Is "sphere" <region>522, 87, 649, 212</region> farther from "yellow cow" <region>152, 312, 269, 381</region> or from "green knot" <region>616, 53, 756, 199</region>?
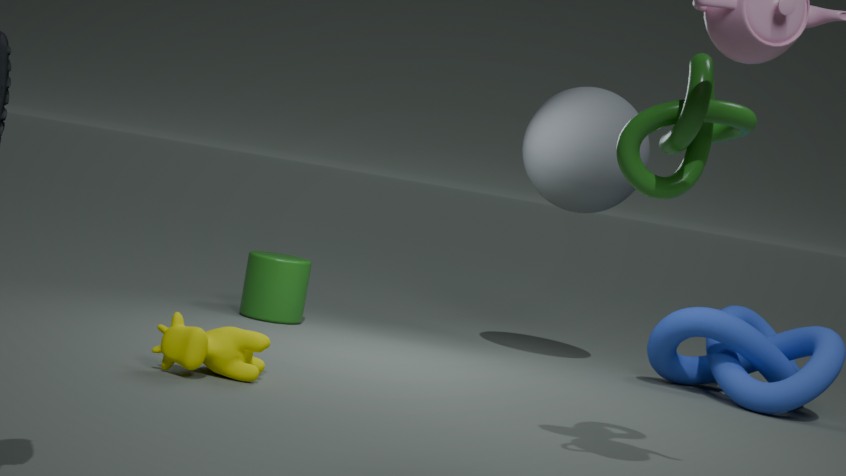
"yellow cow" <region>152, 312, 269, 381</region>
